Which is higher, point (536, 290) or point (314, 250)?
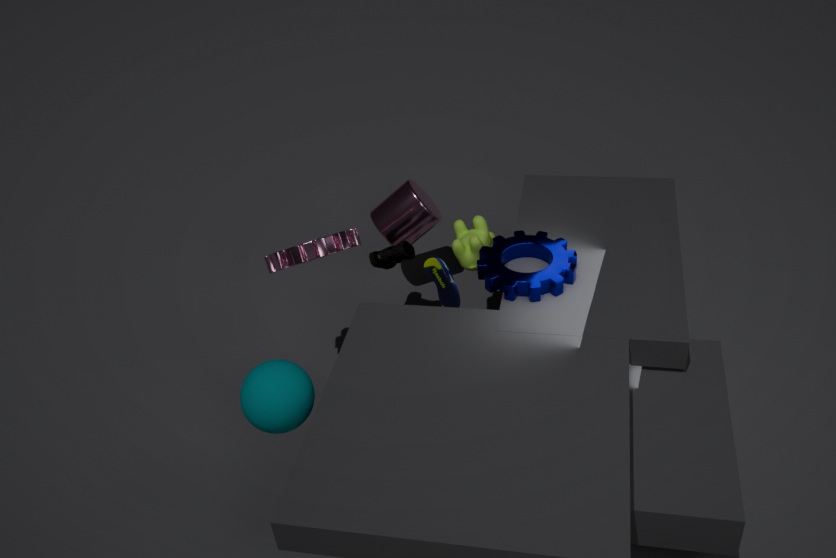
point (314, 250)
